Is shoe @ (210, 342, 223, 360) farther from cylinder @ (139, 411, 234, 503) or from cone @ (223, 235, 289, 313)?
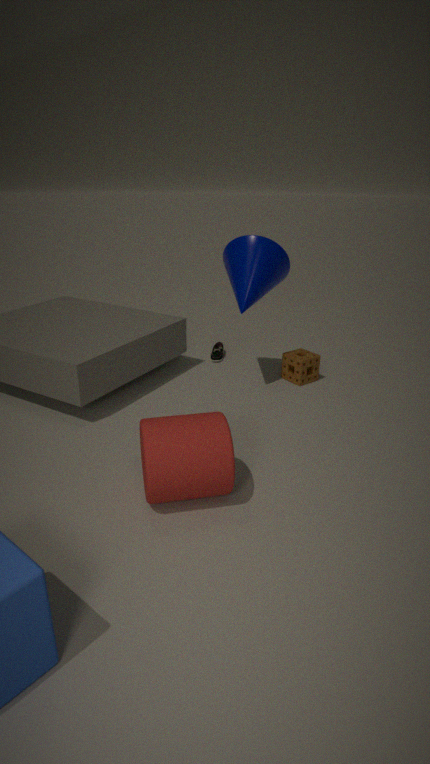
cylinder @ (139, 411, 234, 503)
